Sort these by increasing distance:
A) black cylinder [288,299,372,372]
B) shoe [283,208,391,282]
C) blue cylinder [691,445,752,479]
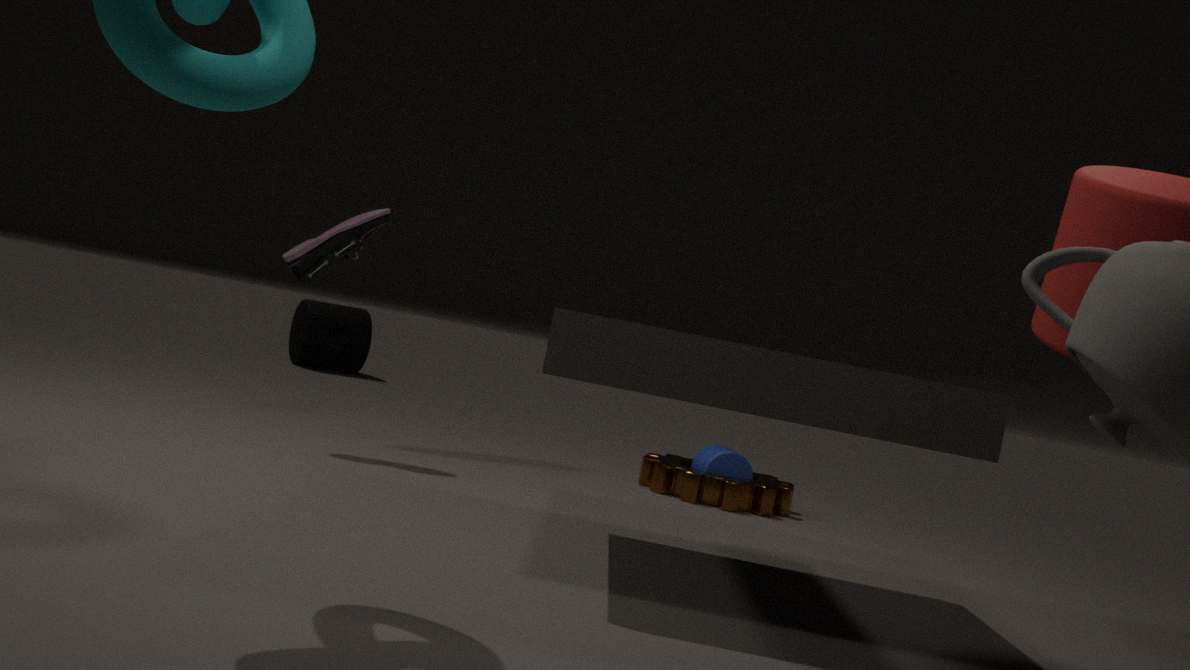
B. shoe [283,208,391,282], C. blue cylinder [691,445,752,479], A. black cylinder [288,299,372,372]
